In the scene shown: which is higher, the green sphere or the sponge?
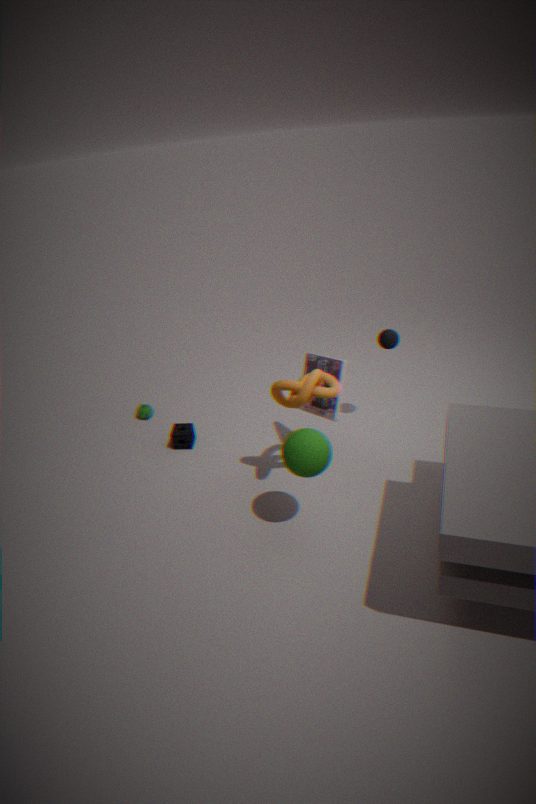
the green sphere
